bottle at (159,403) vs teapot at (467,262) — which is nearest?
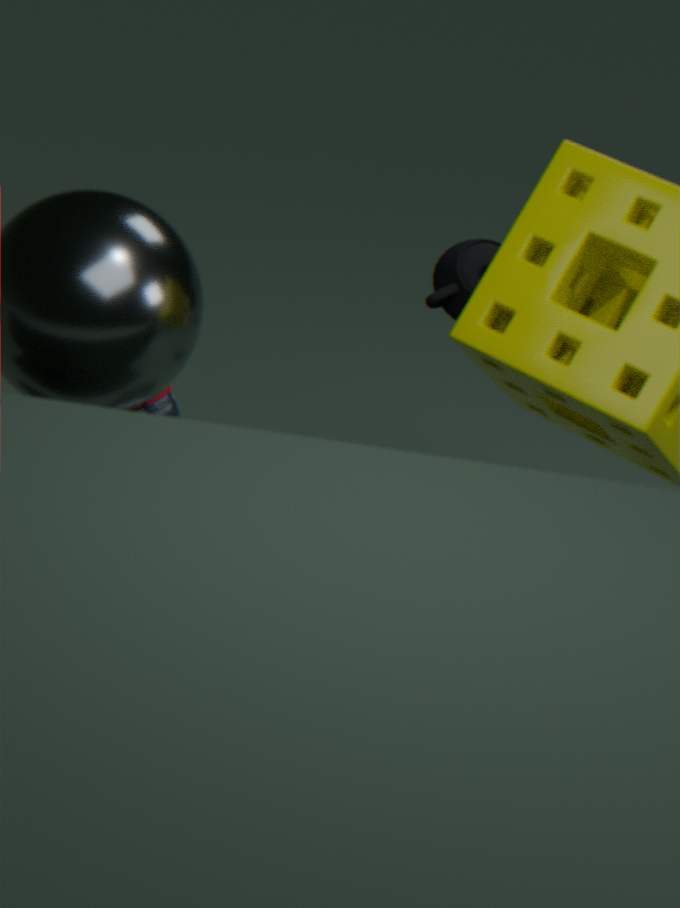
bottle at (159,403)
